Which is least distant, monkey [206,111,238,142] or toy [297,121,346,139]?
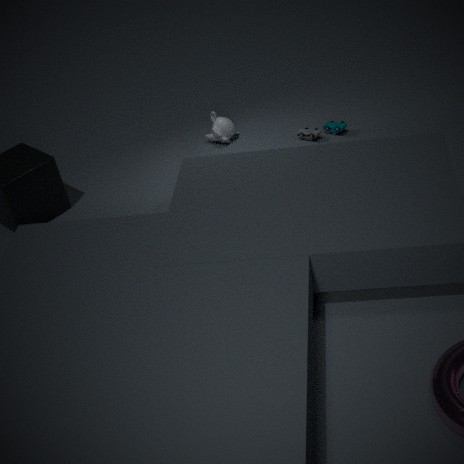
toy [297,121,346,139]
